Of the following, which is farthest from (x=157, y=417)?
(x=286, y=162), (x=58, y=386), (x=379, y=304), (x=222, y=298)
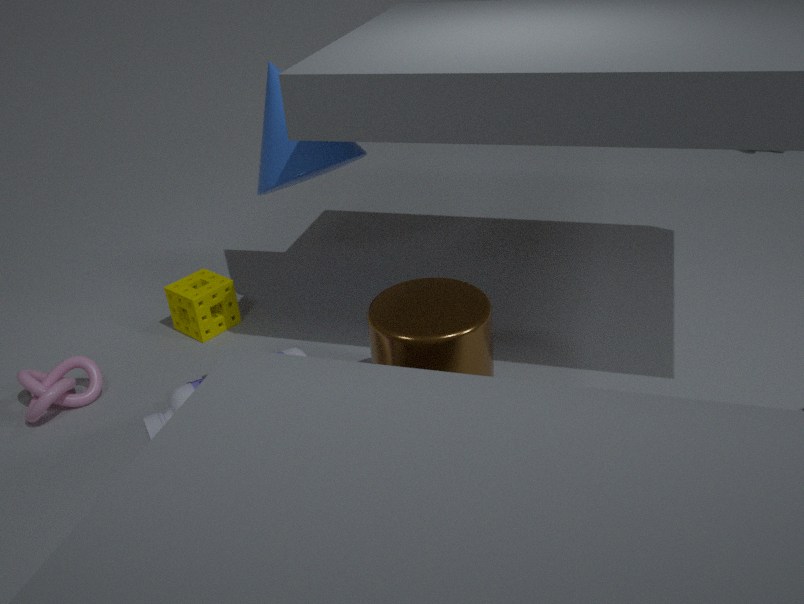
(x=286, y=162)
